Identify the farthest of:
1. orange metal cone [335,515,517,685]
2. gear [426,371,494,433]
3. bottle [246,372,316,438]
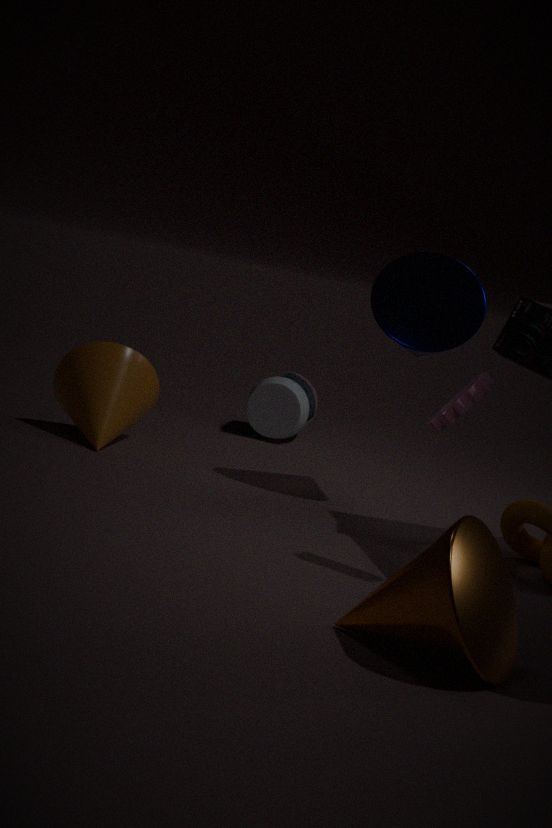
bottle [246,372,316,438]
